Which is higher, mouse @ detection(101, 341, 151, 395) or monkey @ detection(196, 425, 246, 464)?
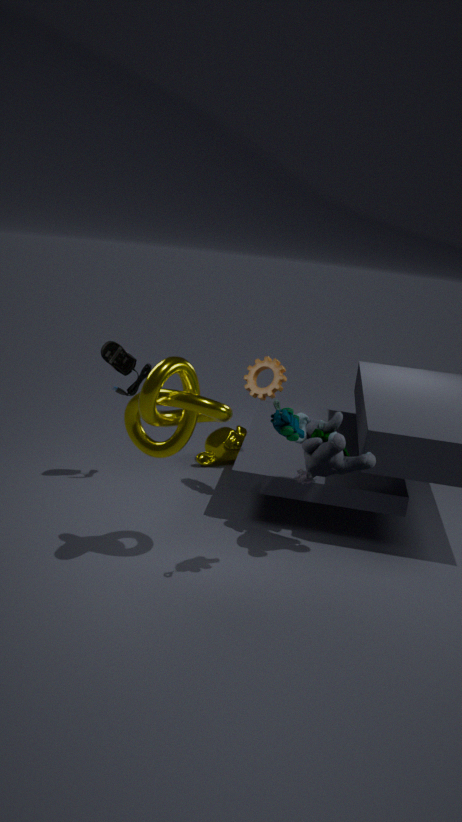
mouse @ detection(101, 341, 151, 395)
